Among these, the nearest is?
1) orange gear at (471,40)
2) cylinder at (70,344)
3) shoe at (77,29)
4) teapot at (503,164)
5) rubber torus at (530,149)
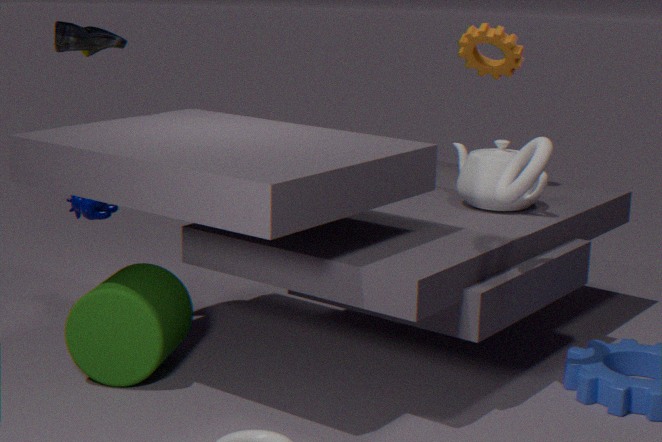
5. rubber torus at (530,149)
